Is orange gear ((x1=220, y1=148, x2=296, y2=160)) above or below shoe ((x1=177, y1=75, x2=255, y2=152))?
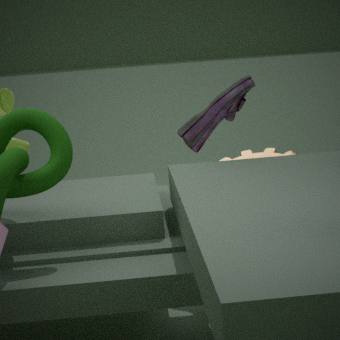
below
